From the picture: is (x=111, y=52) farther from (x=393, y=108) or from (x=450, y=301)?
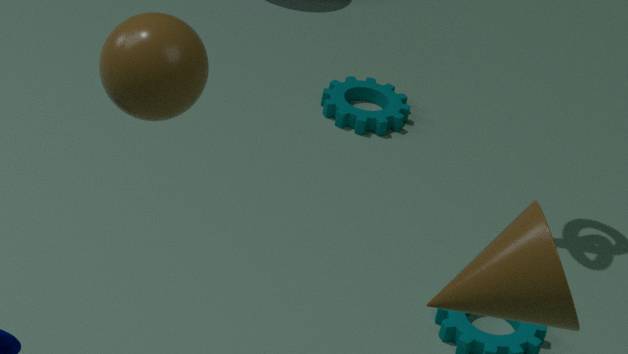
(x=393, y=108)
